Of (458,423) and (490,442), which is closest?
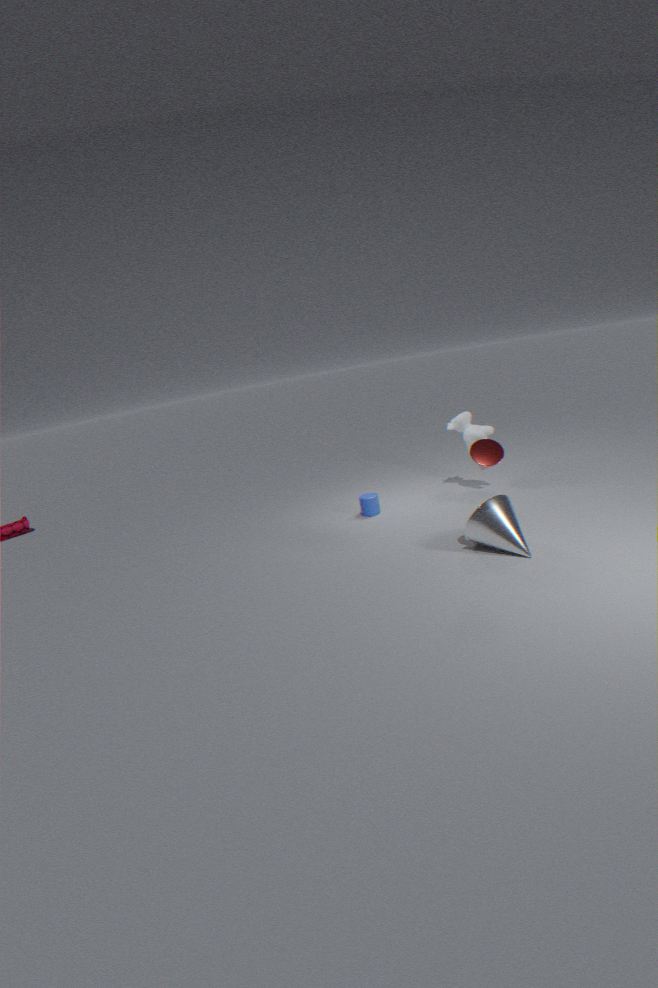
(490,442)
